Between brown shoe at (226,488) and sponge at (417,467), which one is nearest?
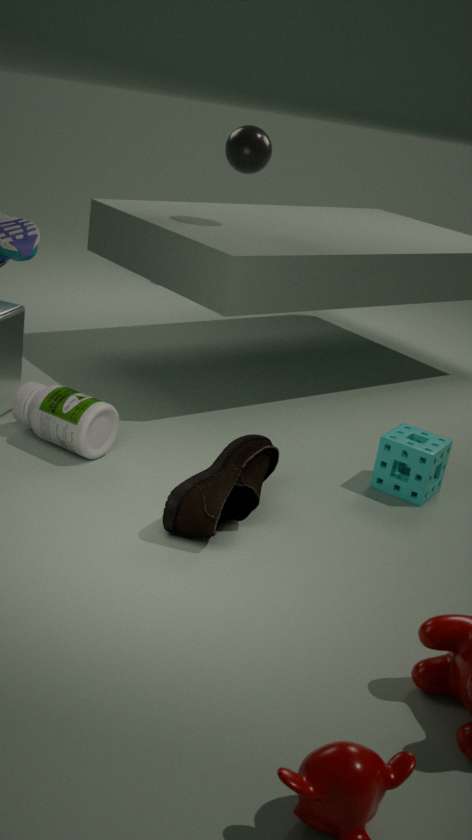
brown shoe at (226,488)
